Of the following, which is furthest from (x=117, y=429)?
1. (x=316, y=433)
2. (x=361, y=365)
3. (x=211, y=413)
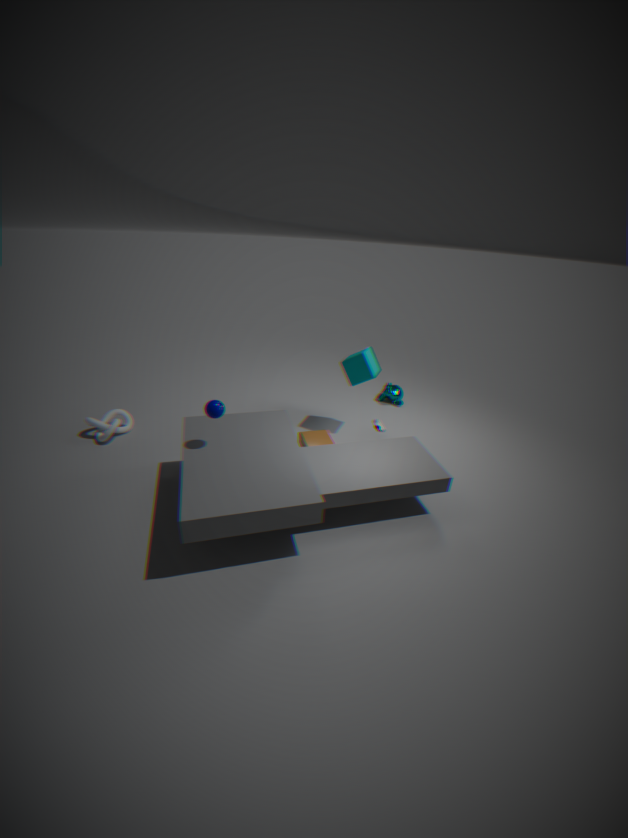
(x=361, y=365)
